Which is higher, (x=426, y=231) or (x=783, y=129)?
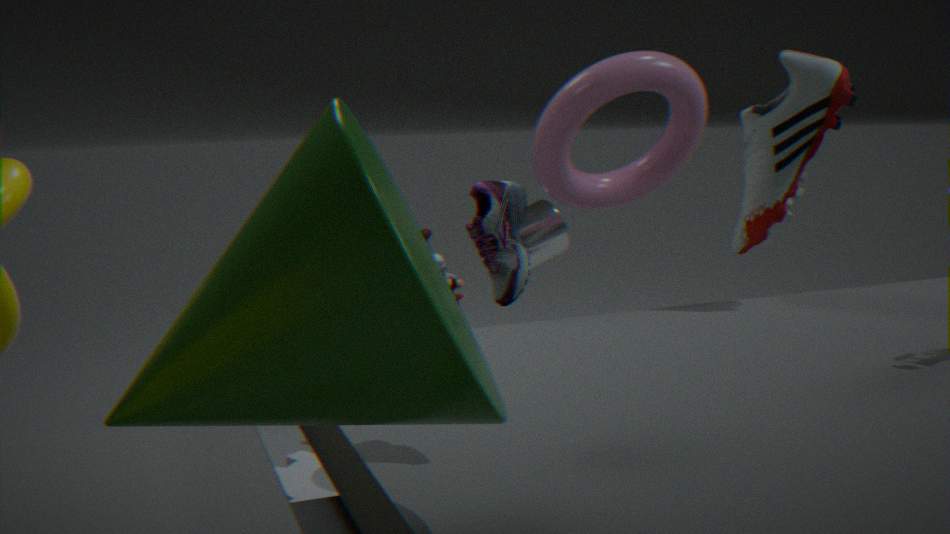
(x=783, y=129)
